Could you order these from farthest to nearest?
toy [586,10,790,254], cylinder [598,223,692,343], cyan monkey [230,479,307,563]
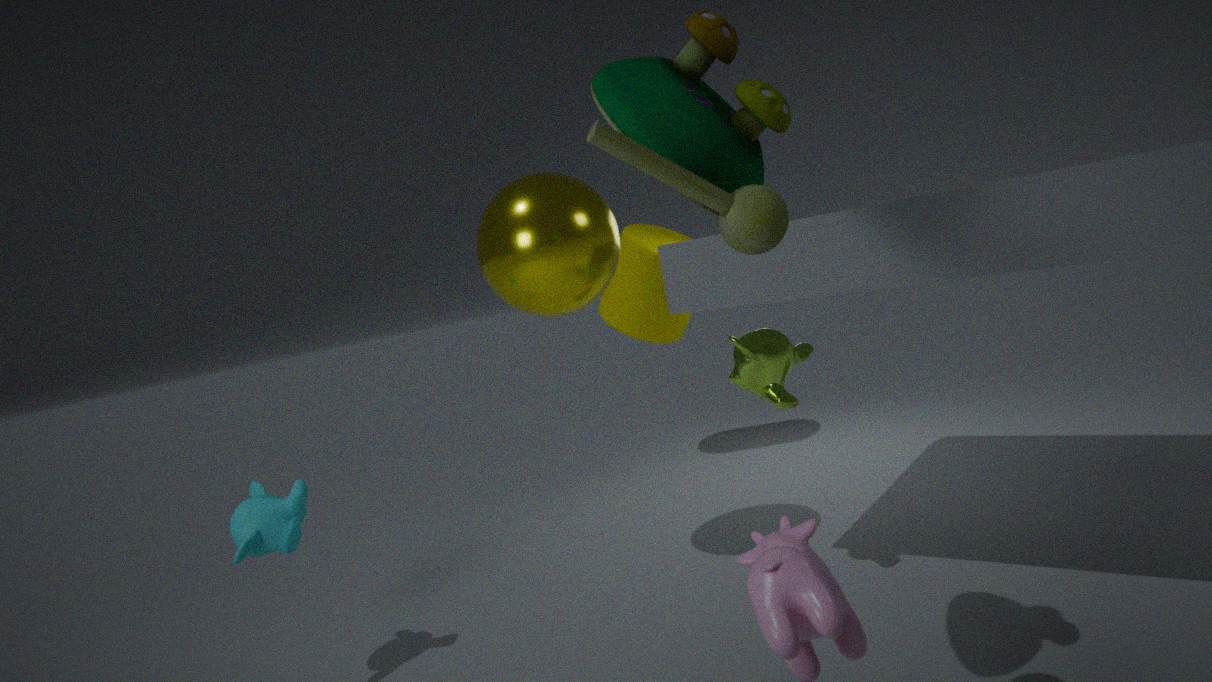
1. cylinder [598,223,692,343]
2. cyan monkey [230,479,307,563]
3. toy [586,10,790,254]
